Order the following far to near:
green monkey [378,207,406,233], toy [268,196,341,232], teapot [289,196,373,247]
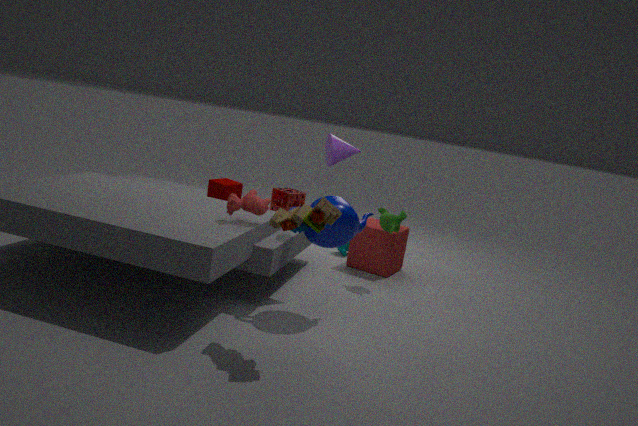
green monkey [378,207,406,233] → teapot [289,196,373,247] → toy [268,196,341,232]
